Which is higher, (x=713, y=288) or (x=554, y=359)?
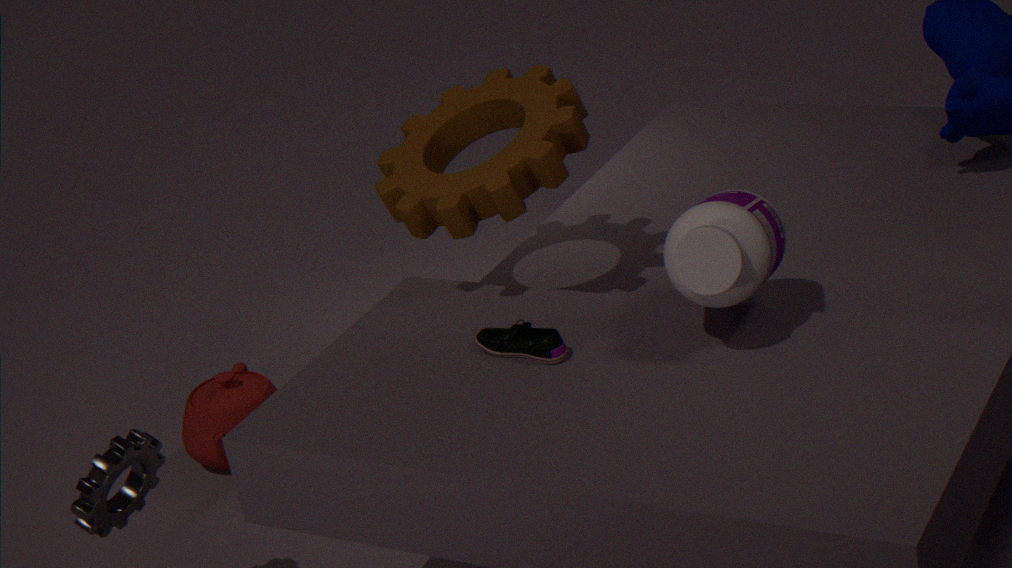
(x=713, y=288)
